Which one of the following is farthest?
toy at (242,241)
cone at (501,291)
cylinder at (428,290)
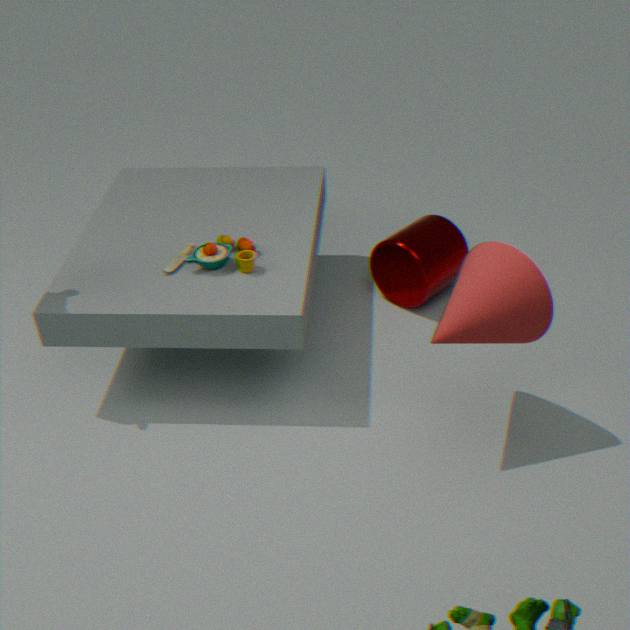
cylinder at (428,290)
